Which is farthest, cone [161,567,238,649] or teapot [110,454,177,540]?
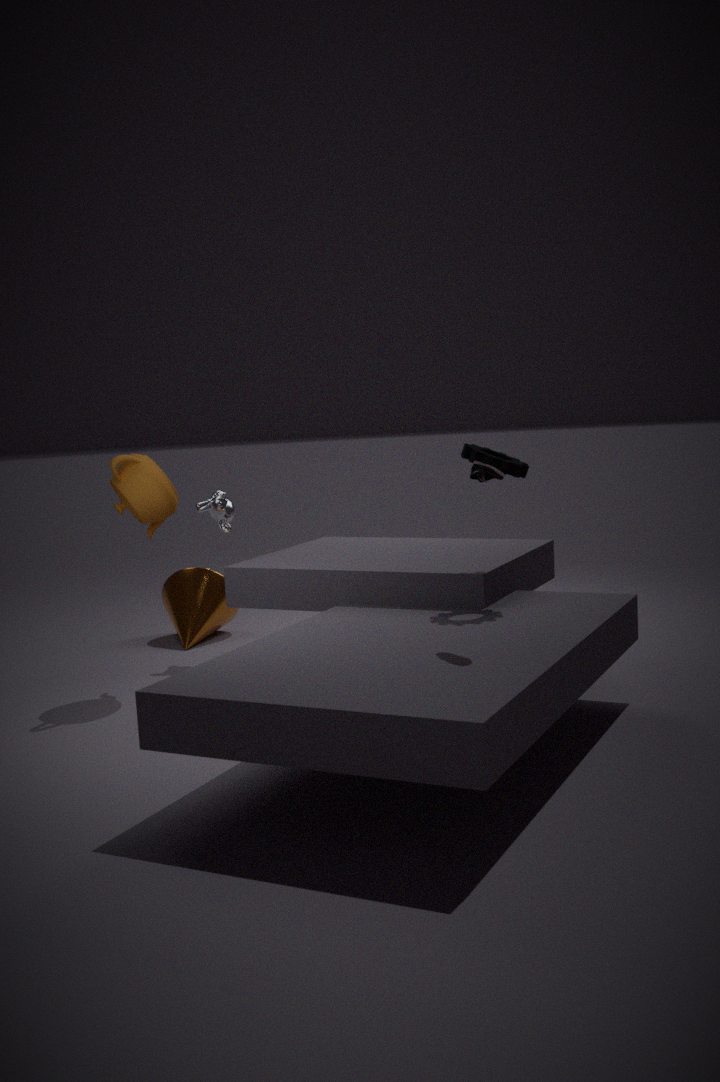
cone [161,567,238,649]
